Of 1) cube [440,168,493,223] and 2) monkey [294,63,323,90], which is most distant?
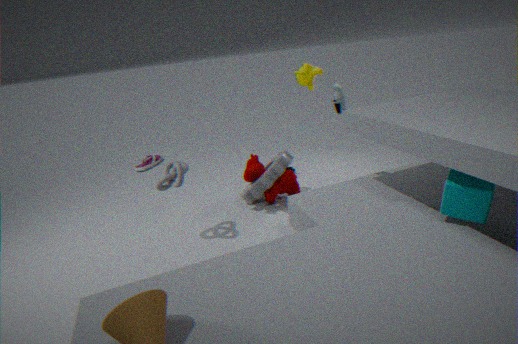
2. monkey [294,63,323,90]
